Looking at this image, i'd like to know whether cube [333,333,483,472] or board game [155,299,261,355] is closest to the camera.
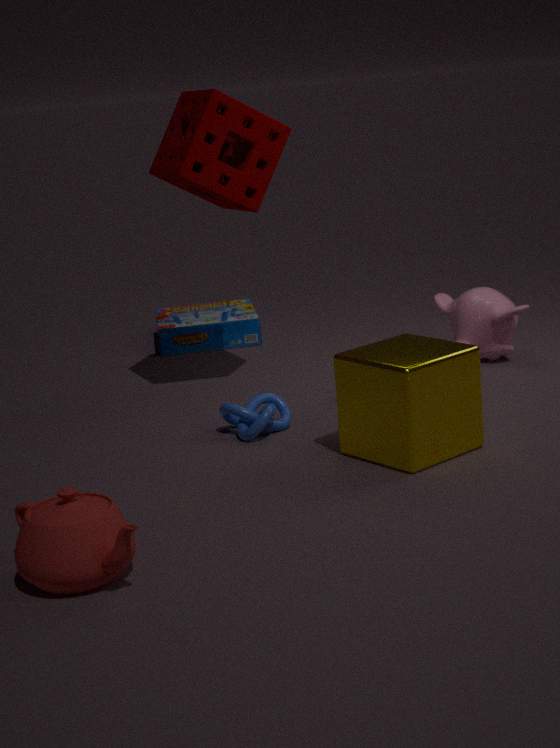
cube [333,333,483,472]
